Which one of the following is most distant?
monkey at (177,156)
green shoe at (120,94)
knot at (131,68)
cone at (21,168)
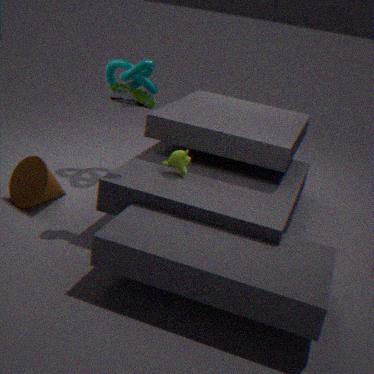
knot at (131,68)
